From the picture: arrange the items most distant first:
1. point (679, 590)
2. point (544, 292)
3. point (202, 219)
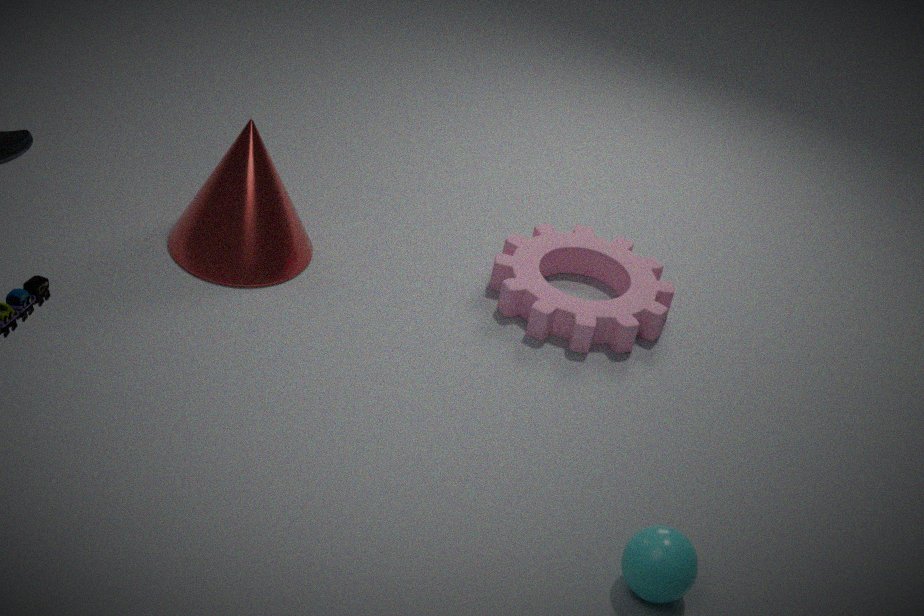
point (544, 292), point (202, 219), point (679, 590)
